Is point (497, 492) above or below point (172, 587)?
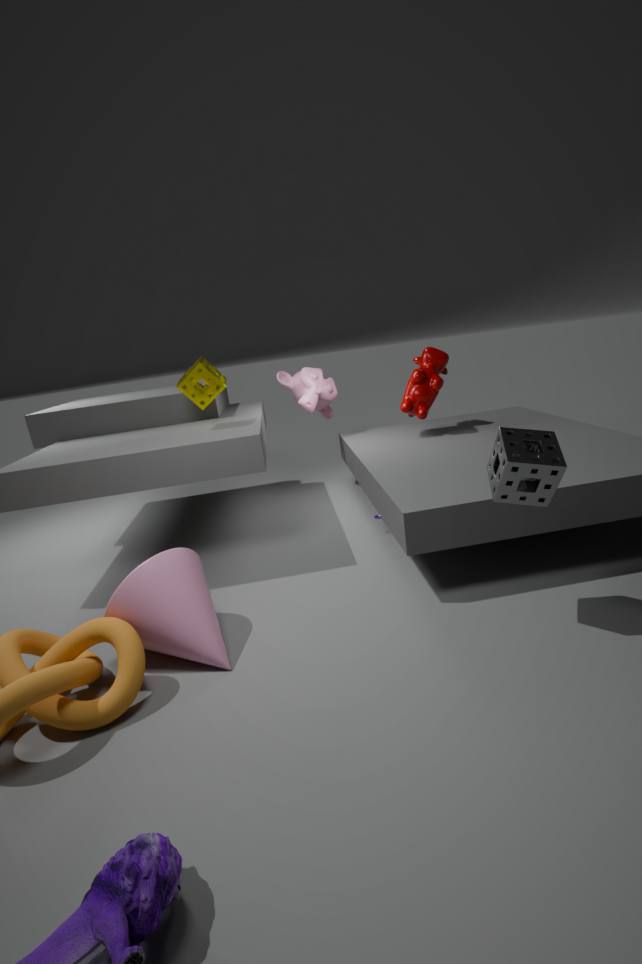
above
